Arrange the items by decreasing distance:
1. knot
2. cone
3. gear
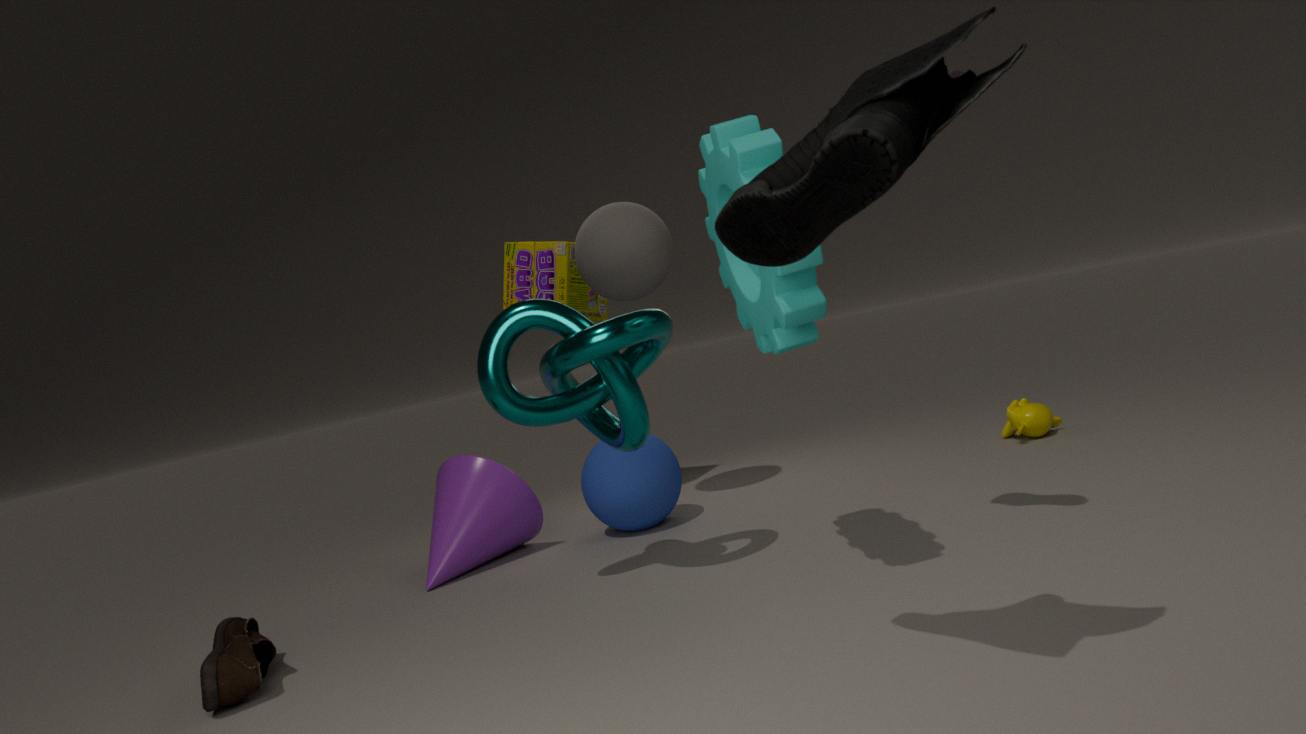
1. cone
2. knot
3. gear
